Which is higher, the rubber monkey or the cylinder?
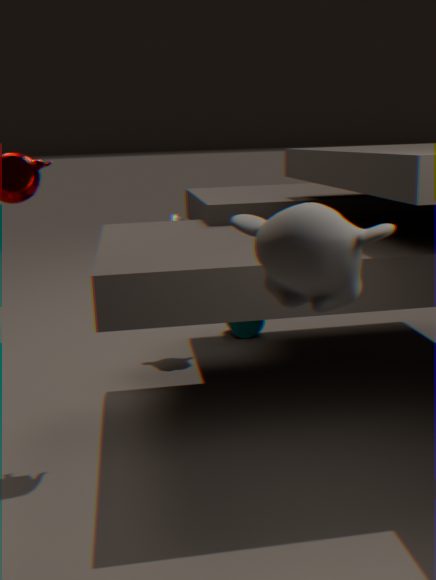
the rubber monkey
